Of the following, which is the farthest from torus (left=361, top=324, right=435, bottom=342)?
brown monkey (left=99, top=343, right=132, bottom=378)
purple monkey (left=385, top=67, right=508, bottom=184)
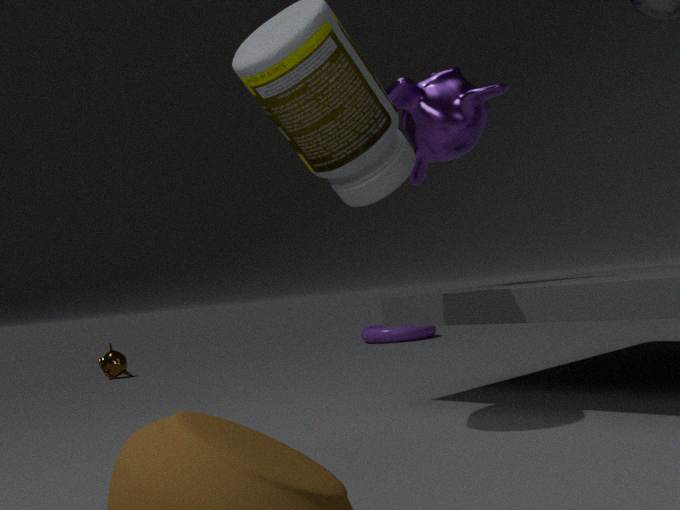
purple monkey (left=385, top=67, right=508, bottom=184)
